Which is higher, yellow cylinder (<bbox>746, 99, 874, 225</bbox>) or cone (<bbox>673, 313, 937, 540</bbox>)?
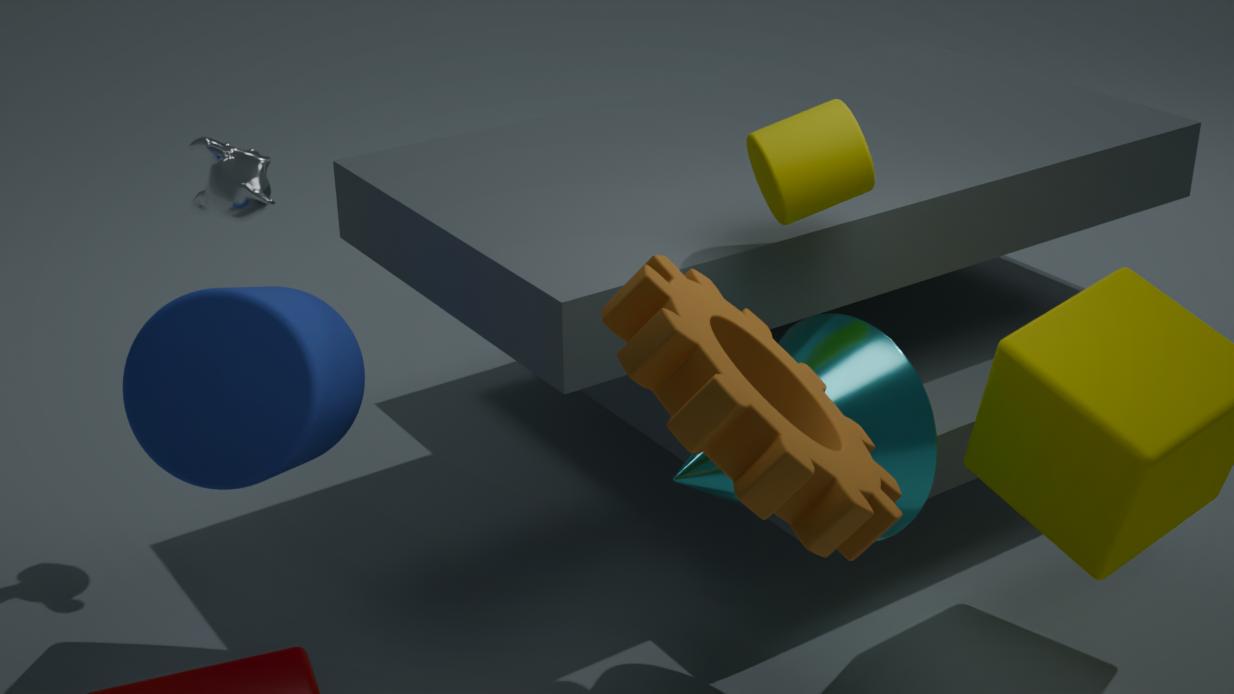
yellow cylinder (<bbox>746, 99, 874, 225</bbox>)
